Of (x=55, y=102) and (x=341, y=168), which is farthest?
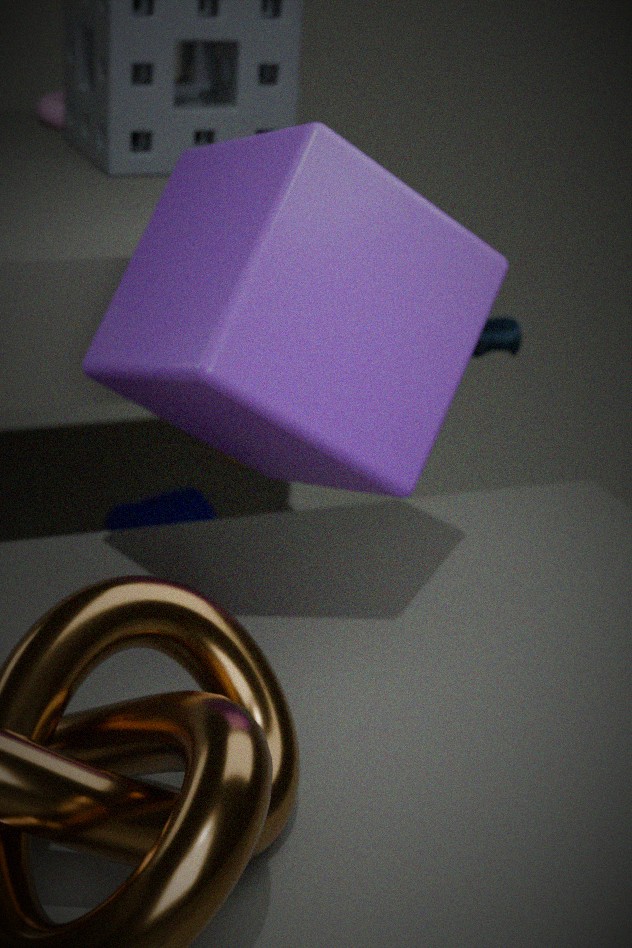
(x=55, y=102)
